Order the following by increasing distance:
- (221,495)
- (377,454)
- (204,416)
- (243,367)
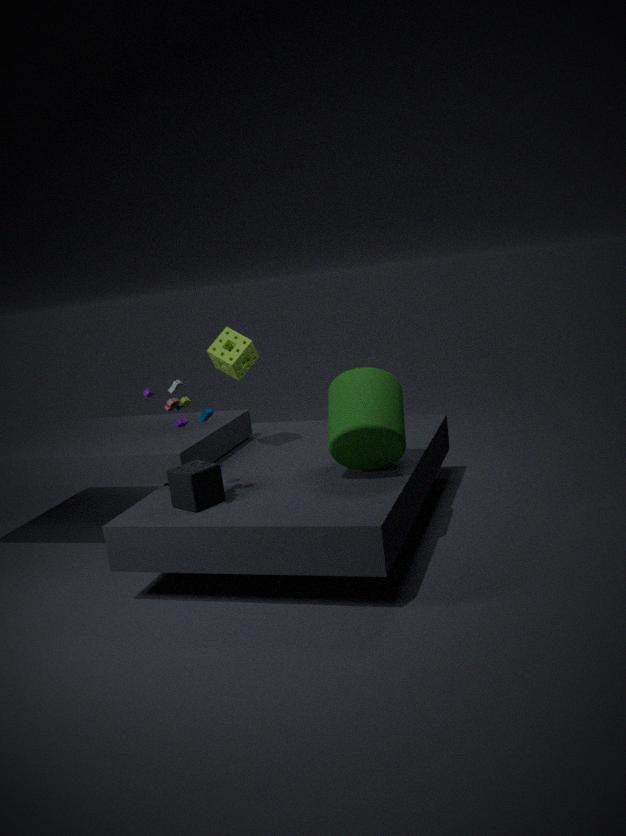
(204,416) → (221,495) → (377,454) → (243,367)
